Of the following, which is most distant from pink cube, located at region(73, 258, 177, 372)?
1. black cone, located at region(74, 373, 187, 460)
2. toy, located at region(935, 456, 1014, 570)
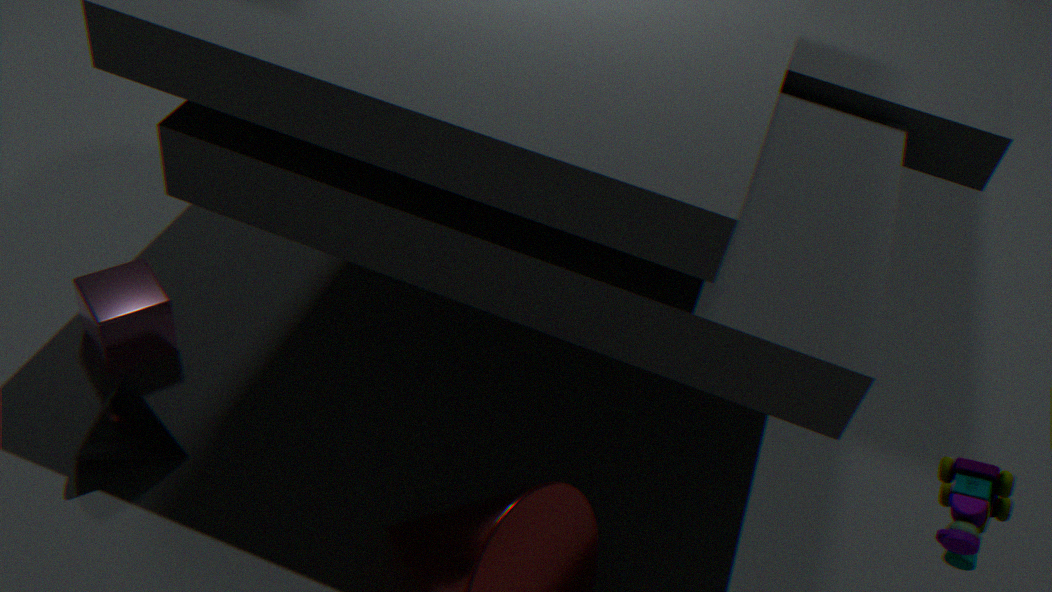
toy, located at region(935, 456, 1014, 570)
